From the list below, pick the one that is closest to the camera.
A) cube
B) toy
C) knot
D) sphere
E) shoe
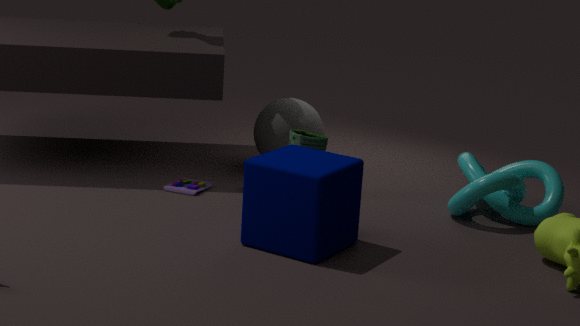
cube
